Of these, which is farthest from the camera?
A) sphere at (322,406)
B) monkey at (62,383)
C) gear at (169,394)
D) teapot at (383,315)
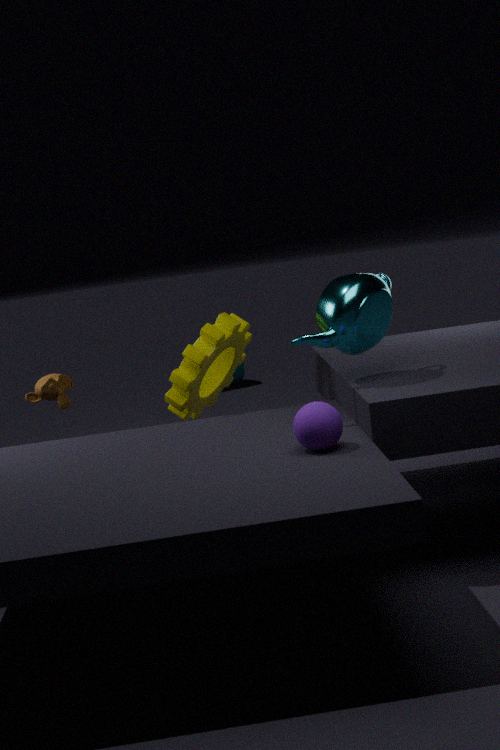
monkey at (62,383)
